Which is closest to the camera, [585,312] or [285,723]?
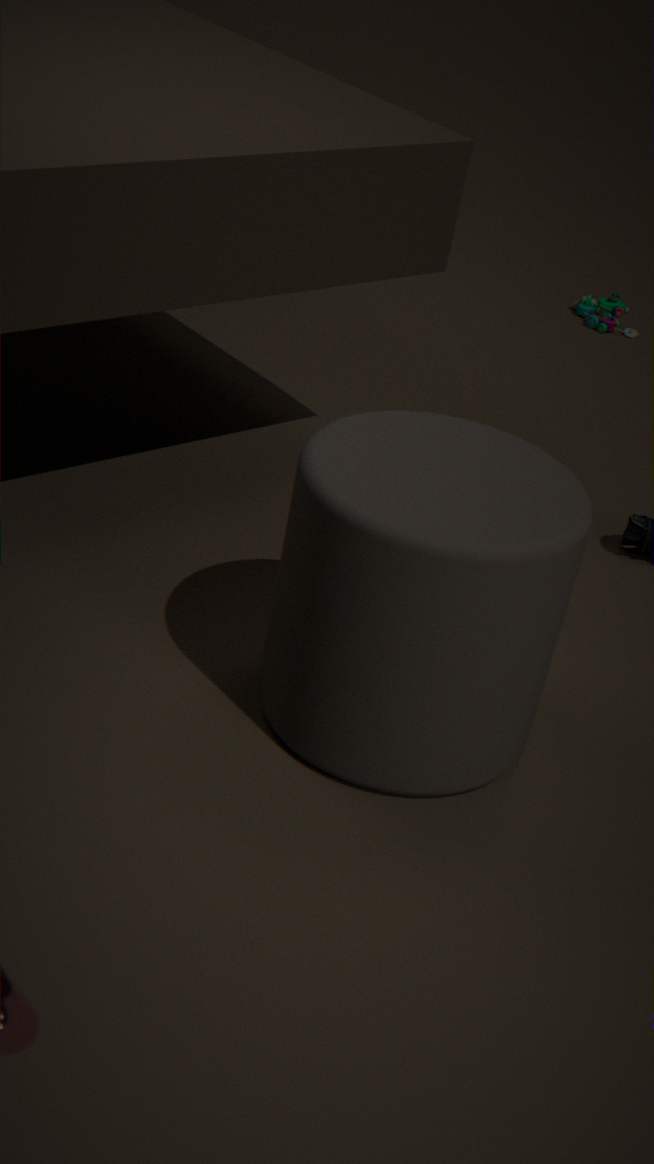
[285,723]
